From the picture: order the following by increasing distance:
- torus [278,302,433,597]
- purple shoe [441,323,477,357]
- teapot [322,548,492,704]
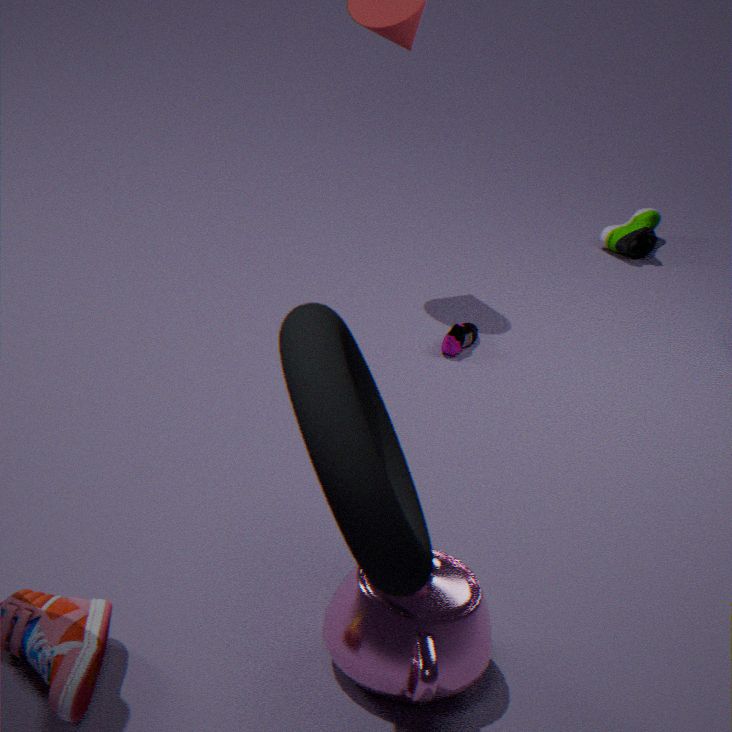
torus [278,302,433,597]
teapot [322,548,492,704]
purple shoe [441,323,477,357]
